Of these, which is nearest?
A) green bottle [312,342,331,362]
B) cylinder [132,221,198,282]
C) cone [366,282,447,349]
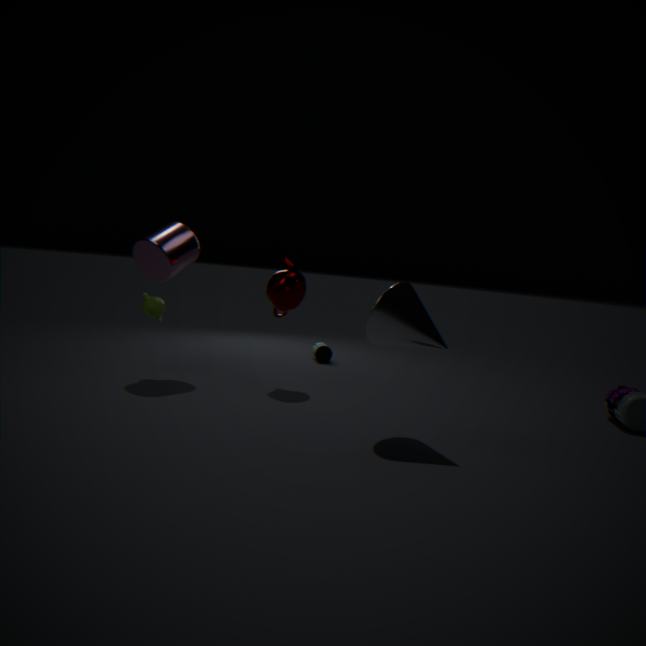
cone [366,282,447,349]
